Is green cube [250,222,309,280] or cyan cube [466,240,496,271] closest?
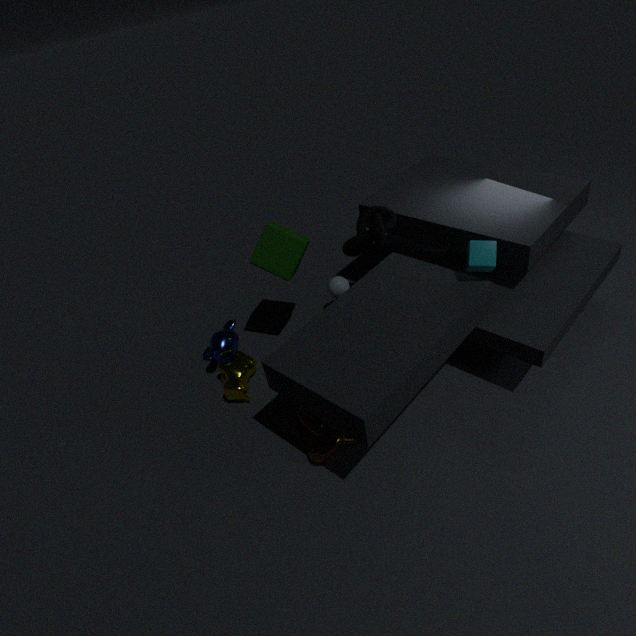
cyan cube [466,240,496,271]
